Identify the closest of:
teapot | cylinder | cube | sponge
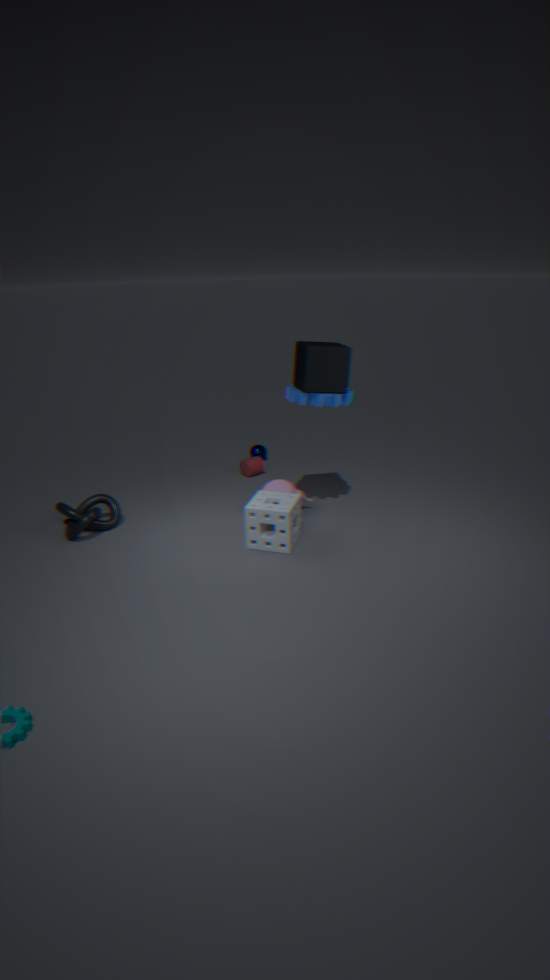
cube
